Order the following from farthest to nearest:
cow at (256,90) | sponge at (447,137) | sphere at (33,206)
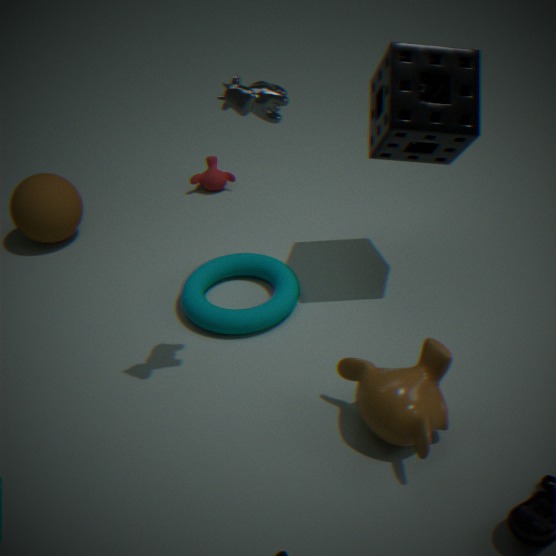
sphere at (33,206), sponge at (447,137), cow at (256,90)
